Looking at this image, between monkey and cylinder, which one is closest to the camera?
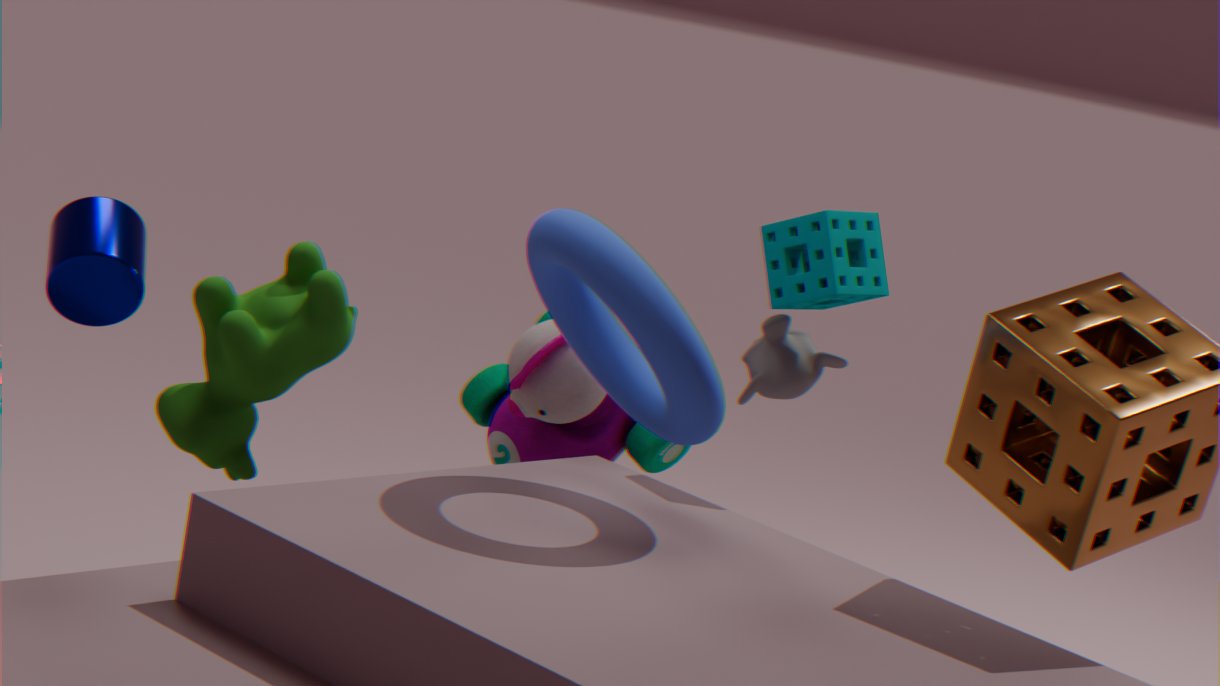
cylinder
